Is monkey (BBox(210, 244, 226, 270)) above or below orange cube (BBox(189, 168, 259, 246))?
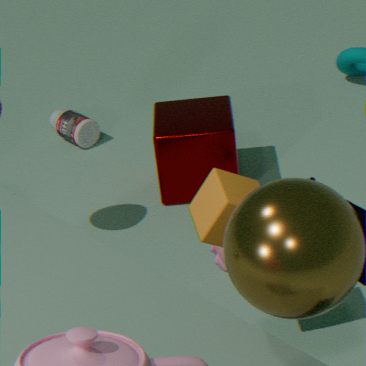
below
